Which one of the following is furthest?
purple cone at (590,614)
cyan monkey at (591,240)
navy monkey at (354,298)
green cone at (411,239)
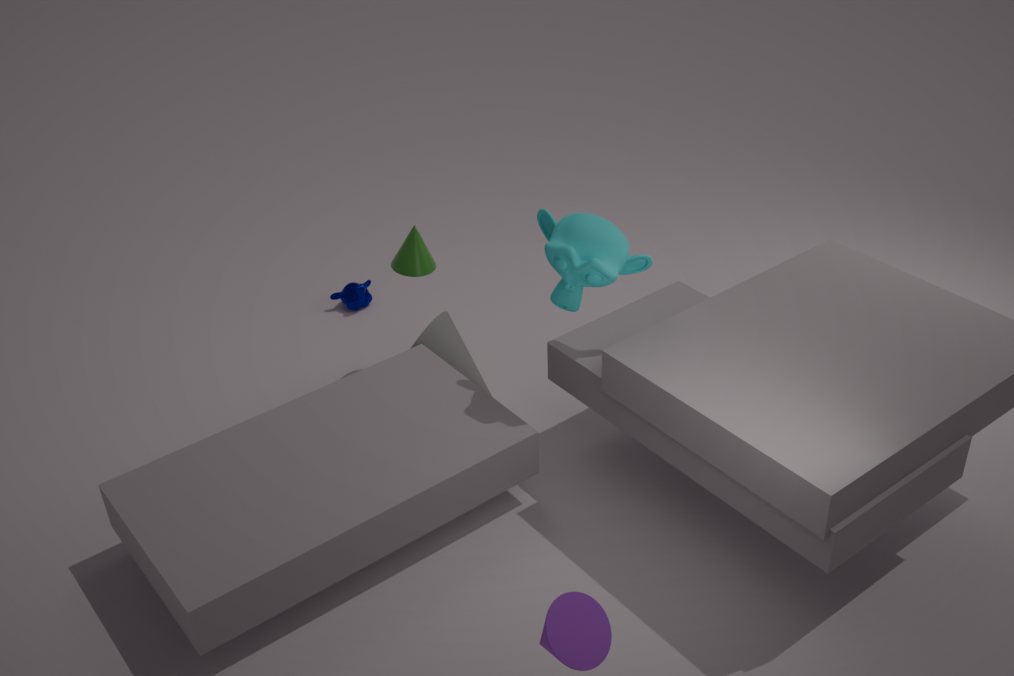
navy monkey at (354,298)
